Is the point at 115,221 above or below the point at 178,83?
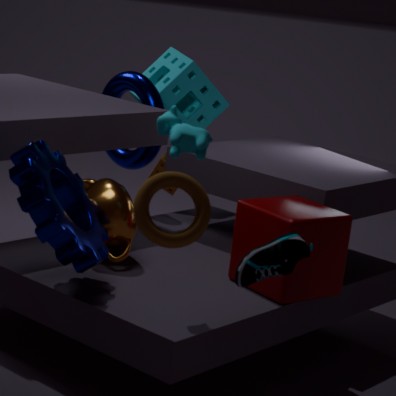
below
